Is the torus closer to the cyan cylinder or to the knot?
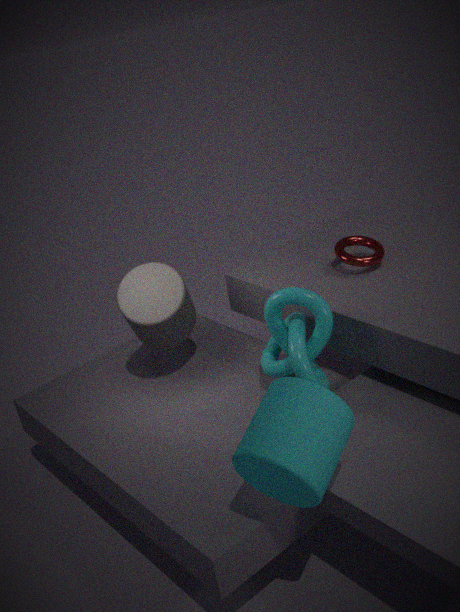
the knot
